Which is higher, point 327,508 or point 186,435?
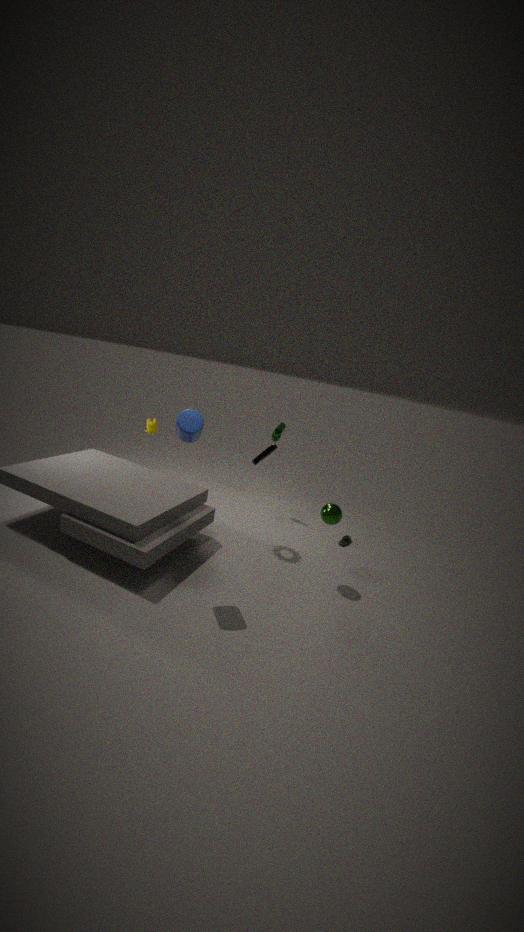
point 186,435
